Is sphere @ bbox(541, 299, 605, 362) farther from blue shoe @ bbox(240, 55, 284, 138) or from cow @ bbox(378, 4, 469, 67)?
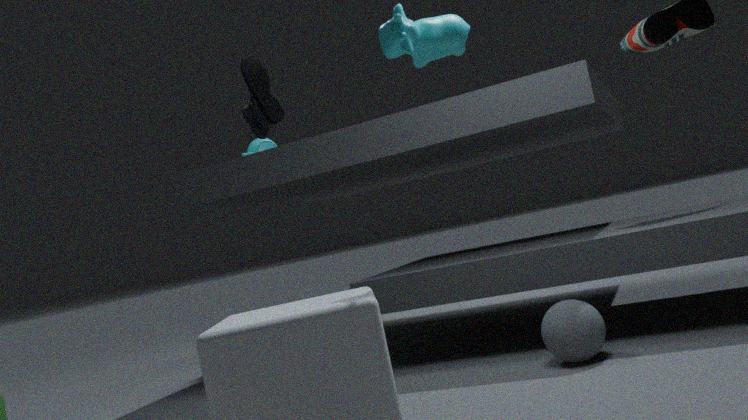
blue shoe @ bbox(240, 55, 284, 138)
